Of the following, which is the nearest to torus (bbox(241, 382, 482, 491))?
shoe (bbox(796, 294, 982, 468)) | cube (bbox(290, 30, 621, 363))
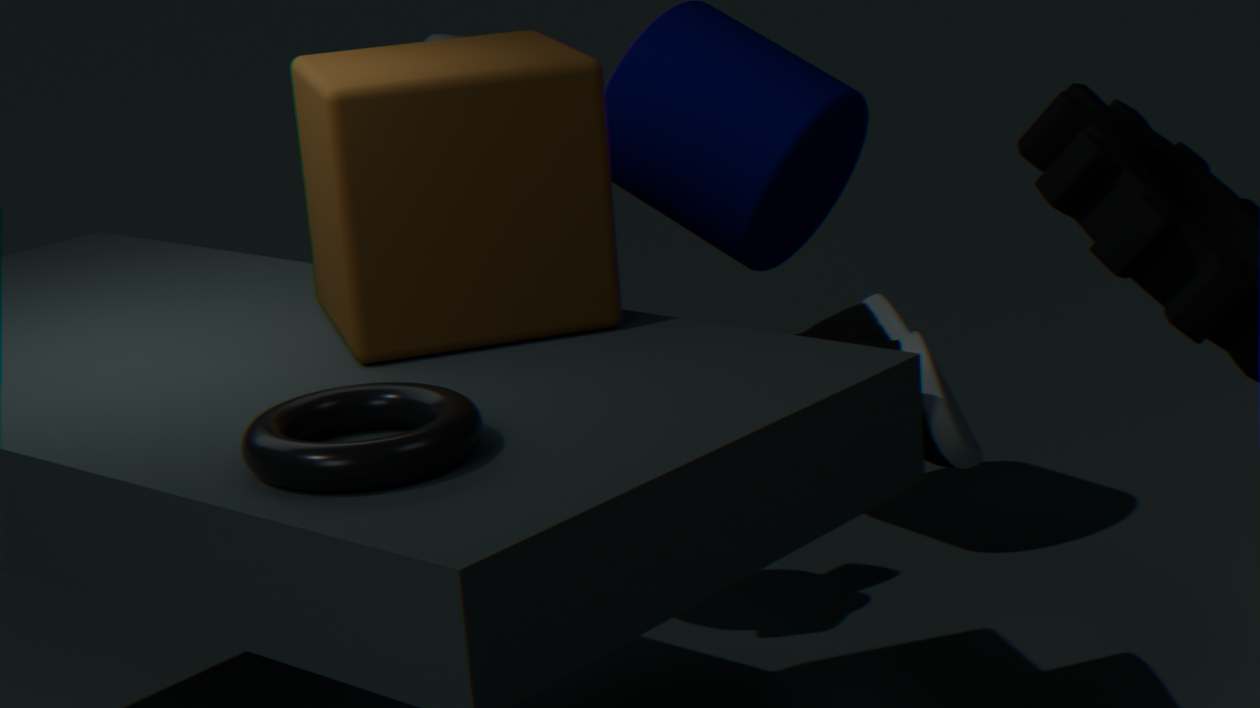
cube (bbox(290, 30, 621, 363))
